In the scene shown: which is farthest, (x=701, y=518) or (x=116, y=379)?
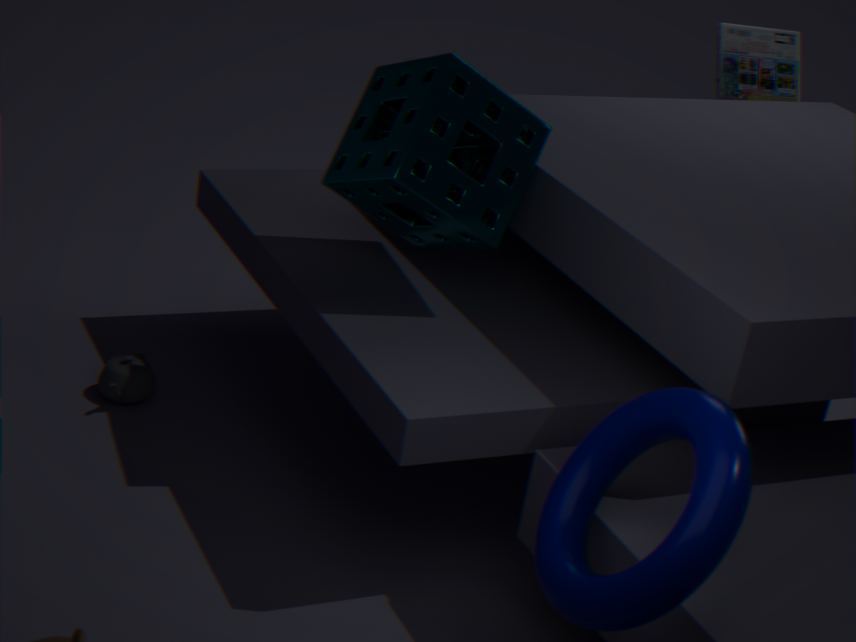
(x=116, y=379)
